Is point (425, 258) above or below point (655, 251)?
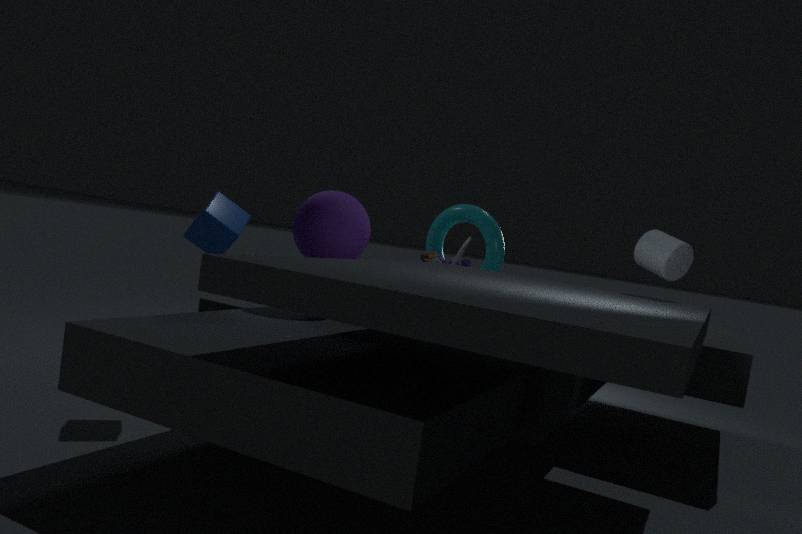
below
